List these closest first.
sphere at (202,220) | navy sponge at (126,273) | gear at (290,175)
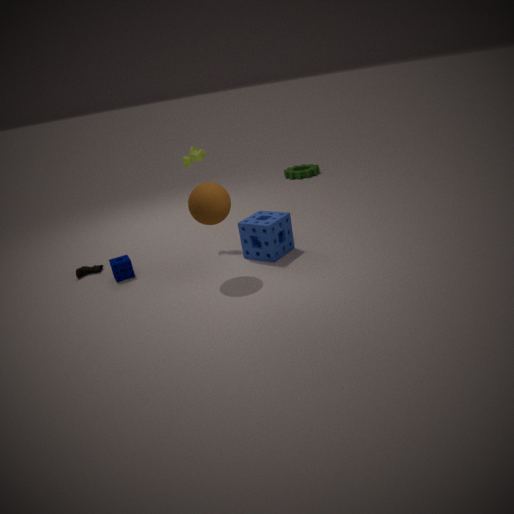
sphere at (202,220), navy sponge at (126,273), gear at (290,175)
